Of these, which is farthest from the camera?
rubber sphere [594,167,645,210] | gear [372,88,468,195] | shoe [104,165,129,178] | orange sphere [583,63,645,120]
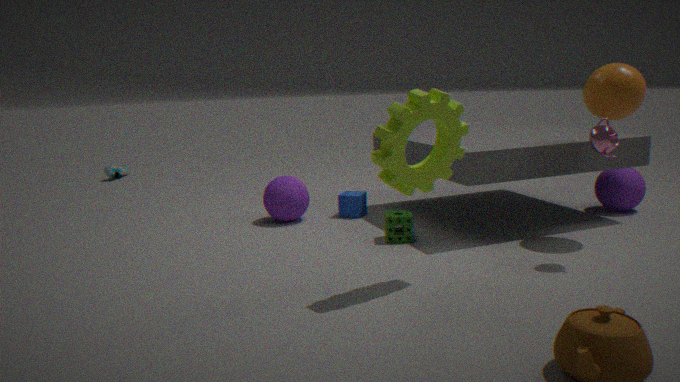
shoe [104,165,129,178]
